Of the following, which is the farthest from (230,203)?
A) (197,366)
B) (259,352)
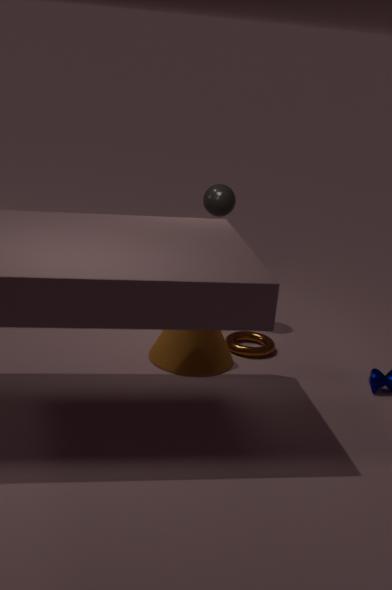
(197,366)
